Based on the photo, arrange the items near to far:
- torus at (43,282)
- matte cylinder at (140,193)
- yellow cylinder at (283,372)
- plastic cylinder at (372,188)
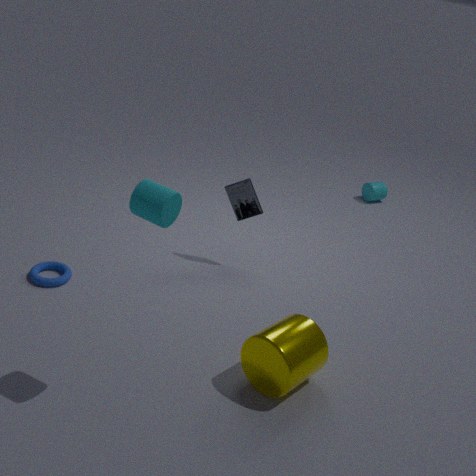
matte cylinder at (140,193)
yellow cylinder at (283,372)
torus at (43,282)
plastic cylinder at (372,188)
